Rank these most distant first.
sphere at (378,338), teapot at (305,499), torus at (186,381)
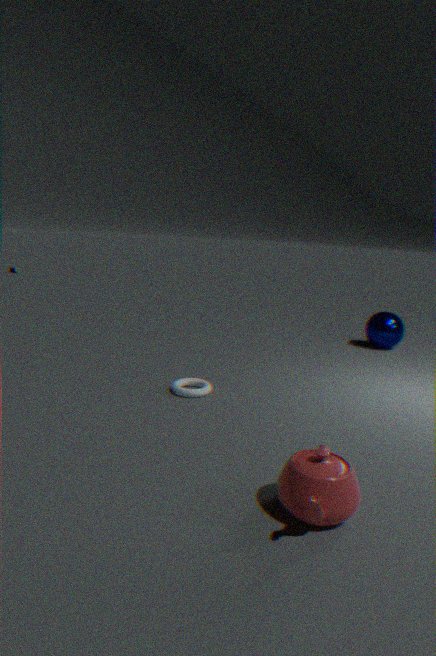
sphere at (378,338) → torus at (186,381) → teapot at (305,499)
